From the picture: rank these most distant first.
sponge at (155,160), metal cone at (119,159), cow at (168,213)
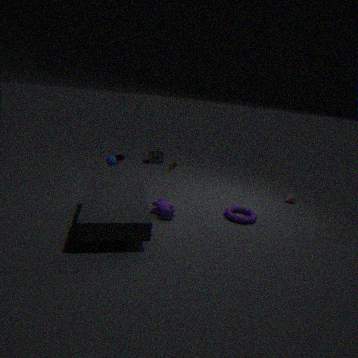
sponge at (155,160), metal cone at (119,159), cow at (168,213)
